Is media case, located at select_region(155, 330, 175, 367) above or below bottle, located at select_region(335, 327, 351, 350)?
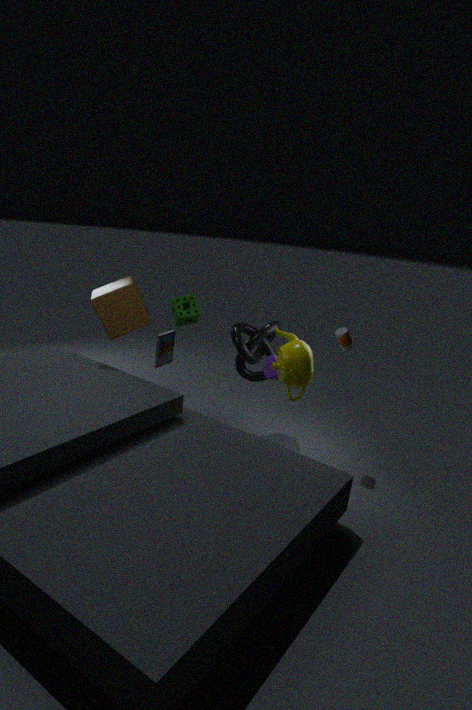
below
